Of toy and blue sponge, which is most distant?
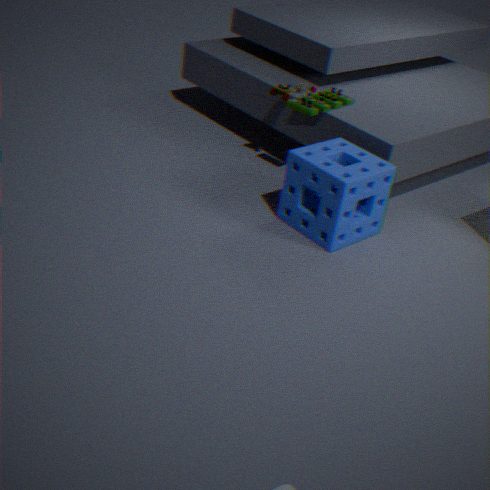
toy
